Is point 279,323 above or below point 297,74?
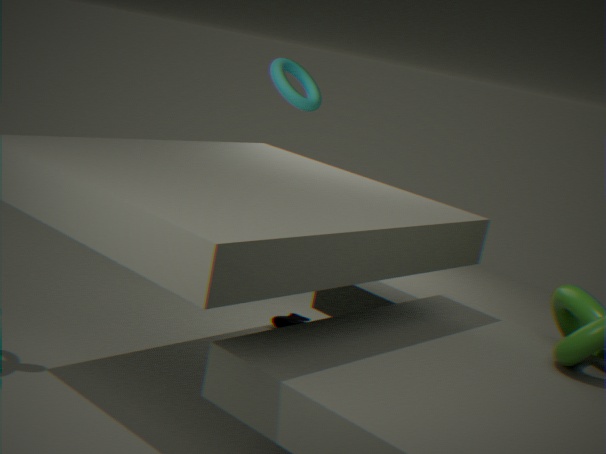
below
